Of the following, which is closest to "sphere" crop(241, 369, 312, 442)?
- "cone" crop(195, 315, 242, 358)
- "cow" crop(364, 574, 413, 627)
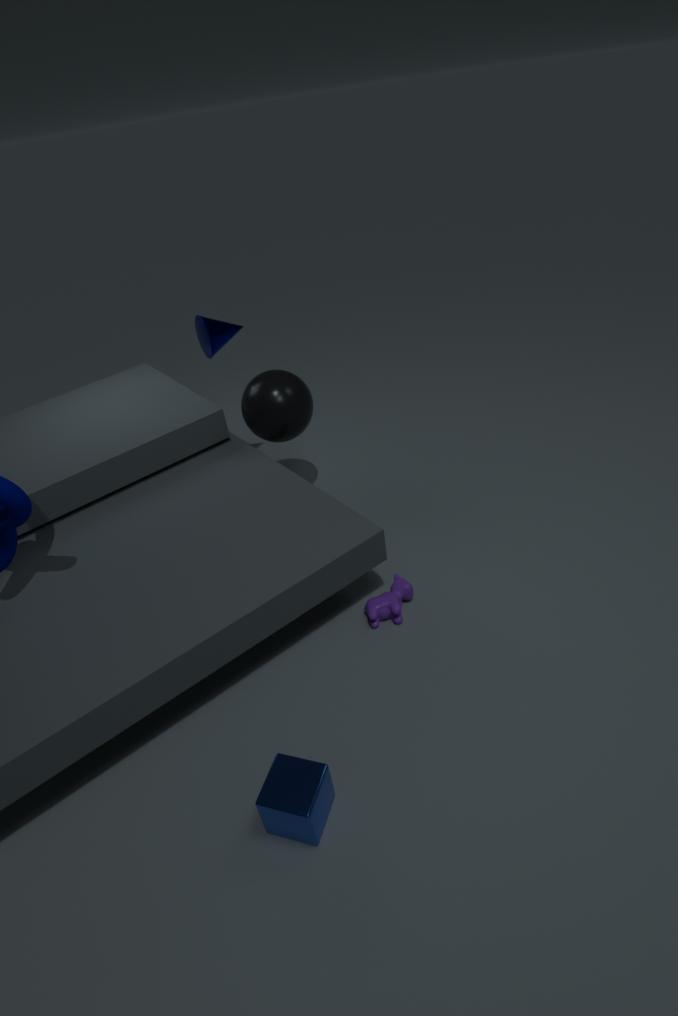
"cone" crop(195, 315, 242, 358)
